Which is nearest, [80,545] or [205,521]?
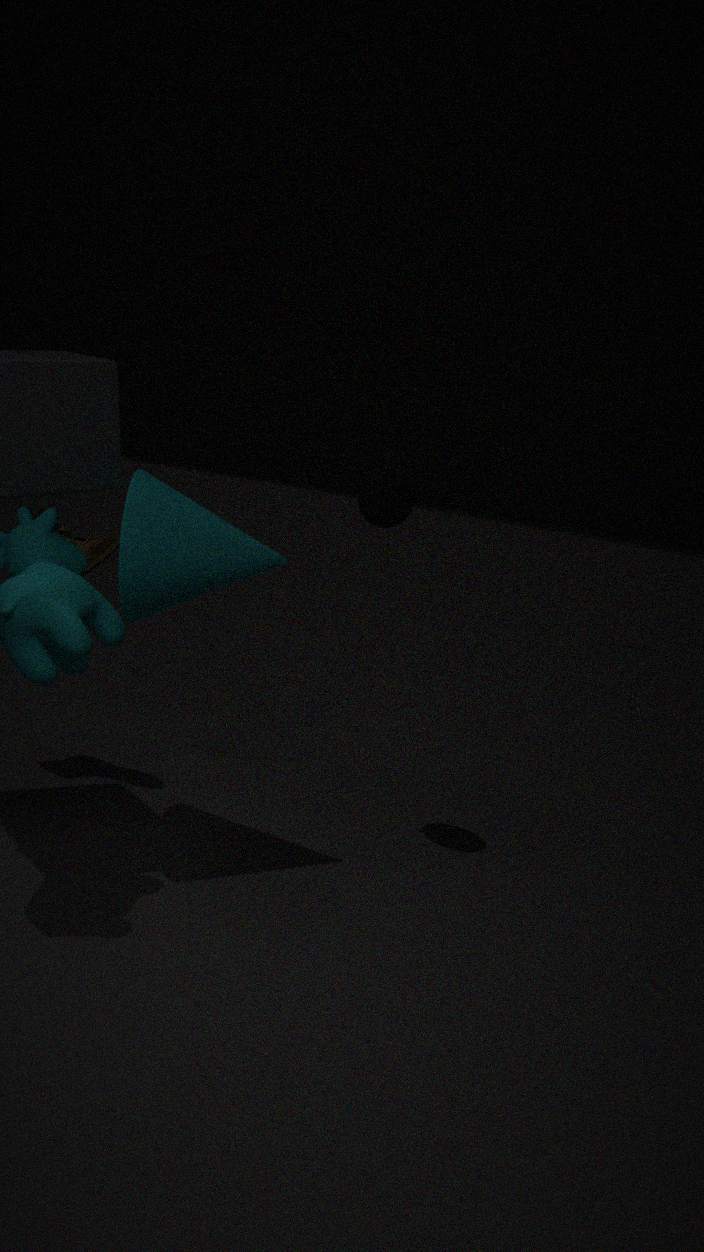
[205,521]
